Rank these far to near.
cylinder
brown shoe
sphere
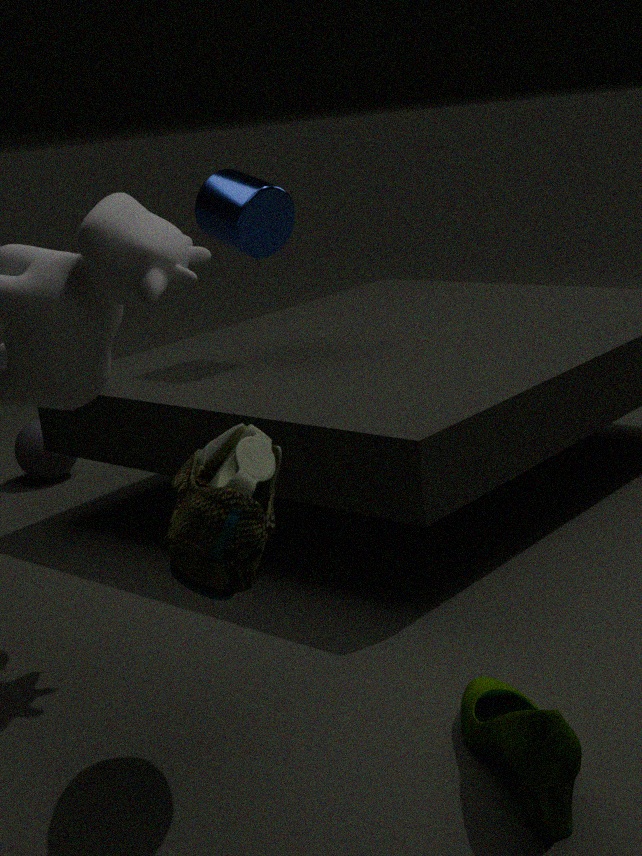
sphere → cylinder → brown shoe
